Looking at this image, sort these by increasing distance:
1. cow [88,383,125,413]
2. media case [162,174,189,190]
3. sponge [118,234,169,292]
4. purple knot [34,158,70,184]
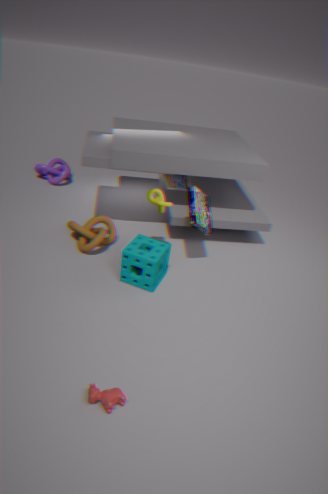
1. cow [88,383,125,413]
2. sponge [118,234,169,292]
3. media case [162,174,189,190]
4. purple knot [34,158,70,184]
